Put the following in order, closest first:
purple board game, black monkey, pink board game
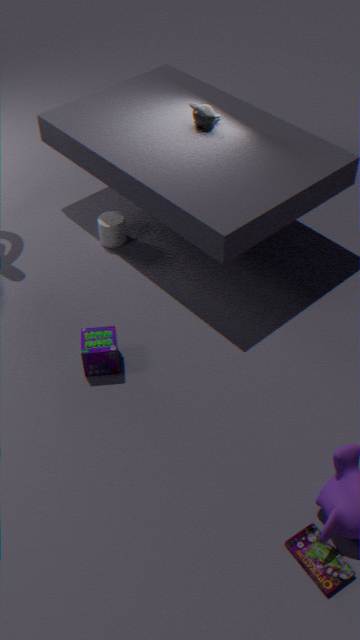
pink board game
purple board game
black monkey
